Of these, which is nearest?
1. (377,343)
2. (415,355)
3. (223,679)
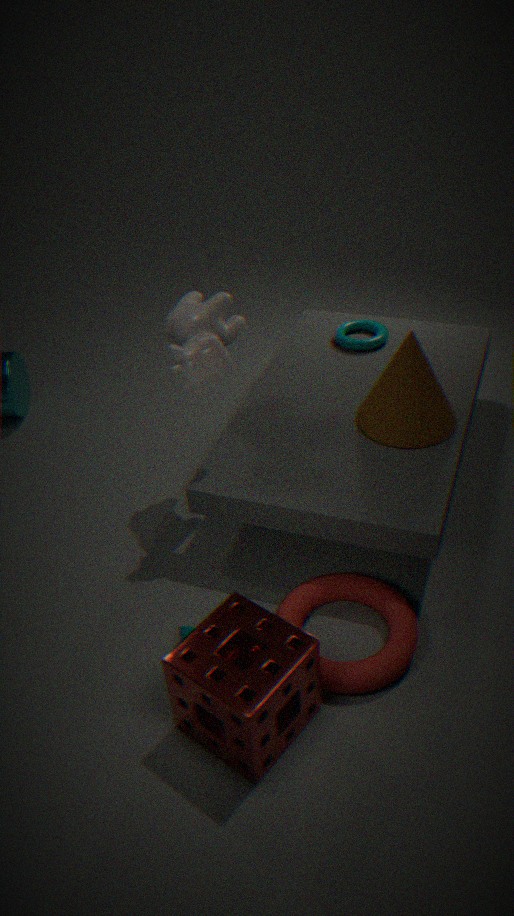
(223,679)
